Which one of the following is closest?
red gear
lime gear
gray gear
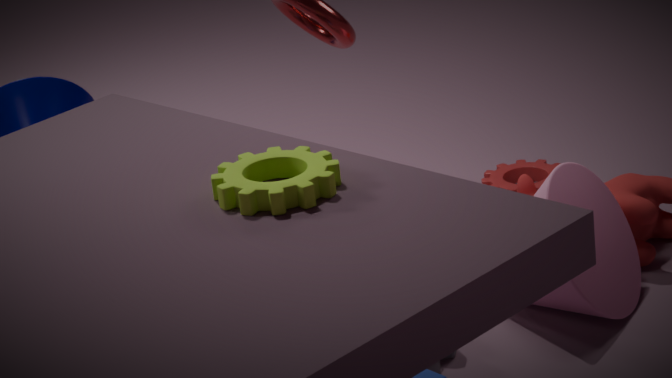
lime gear
